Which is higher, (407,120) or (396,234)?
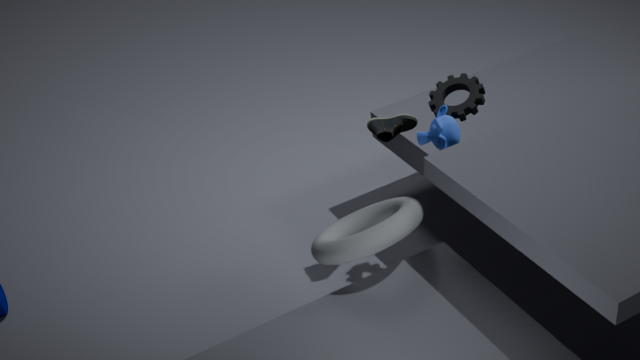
(407,120)
